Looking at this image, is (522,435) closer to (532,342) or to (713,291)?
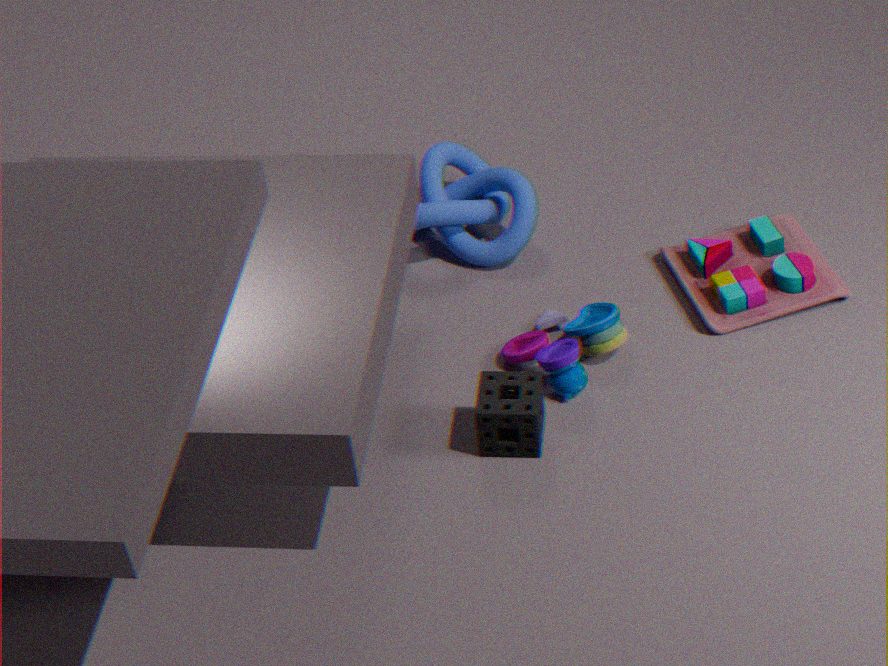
(532,342)
